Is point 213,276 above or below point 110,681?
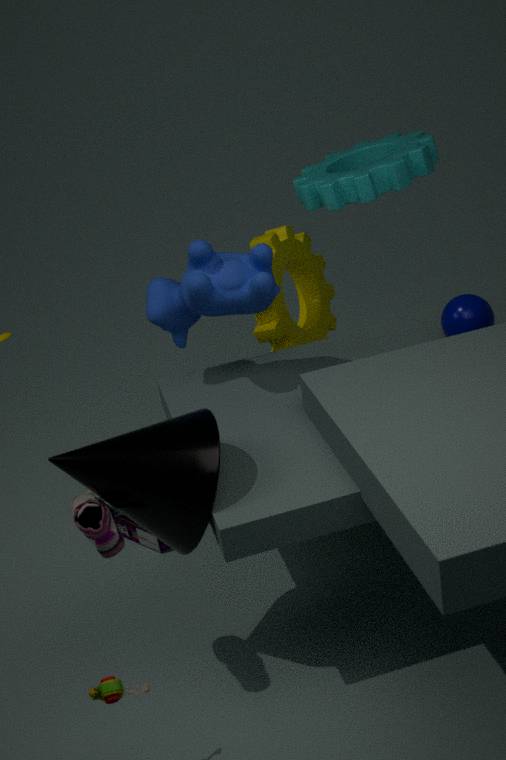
above
